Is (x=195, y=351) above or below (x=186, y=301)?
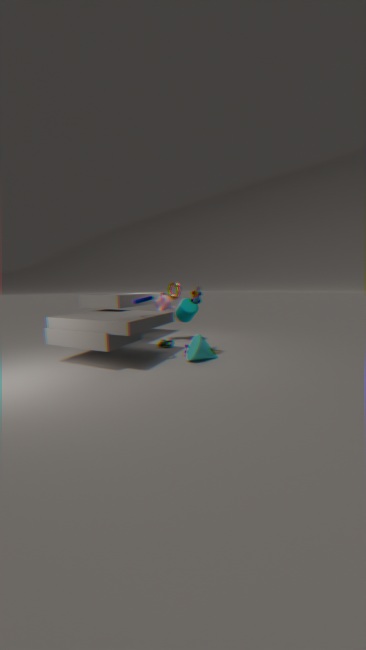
below
